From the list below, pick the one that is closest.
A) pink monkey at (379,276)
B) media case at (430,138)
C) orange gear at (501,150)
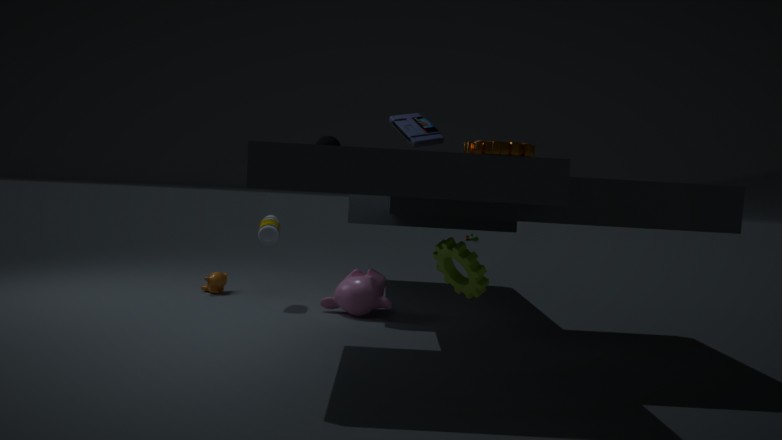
orange gear at (501,150)
